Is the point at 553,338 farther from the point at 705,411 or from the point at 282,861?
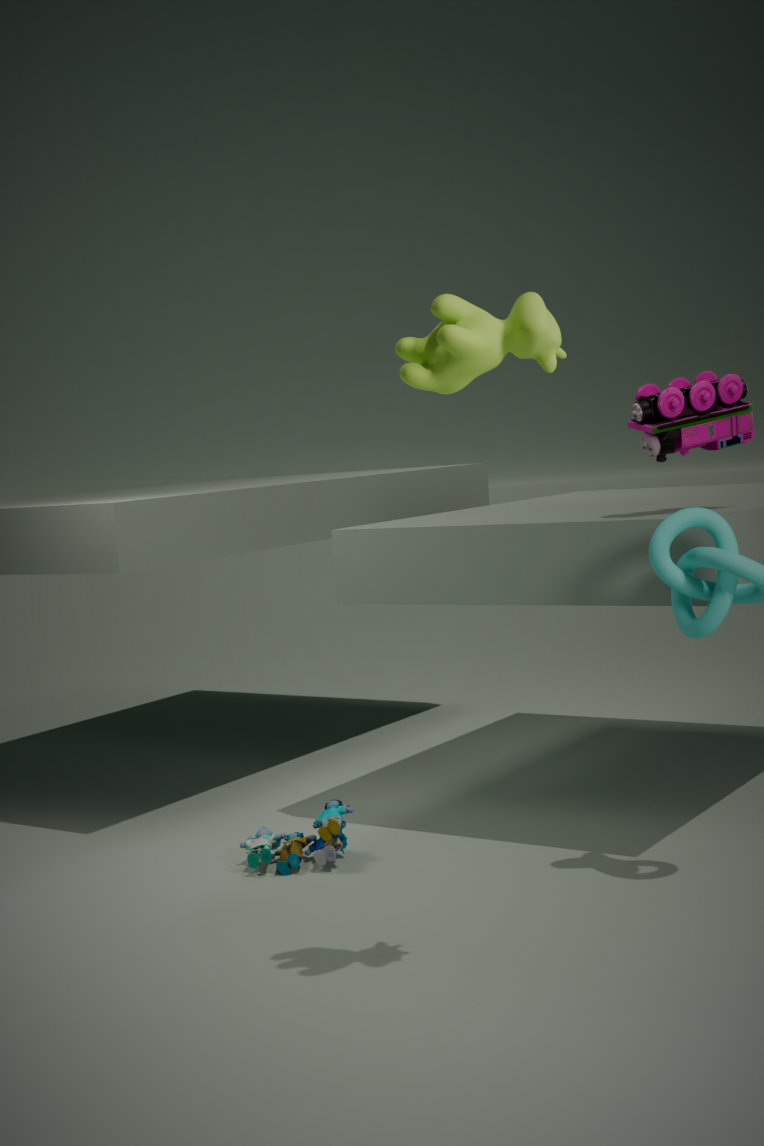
the point at 282,861
